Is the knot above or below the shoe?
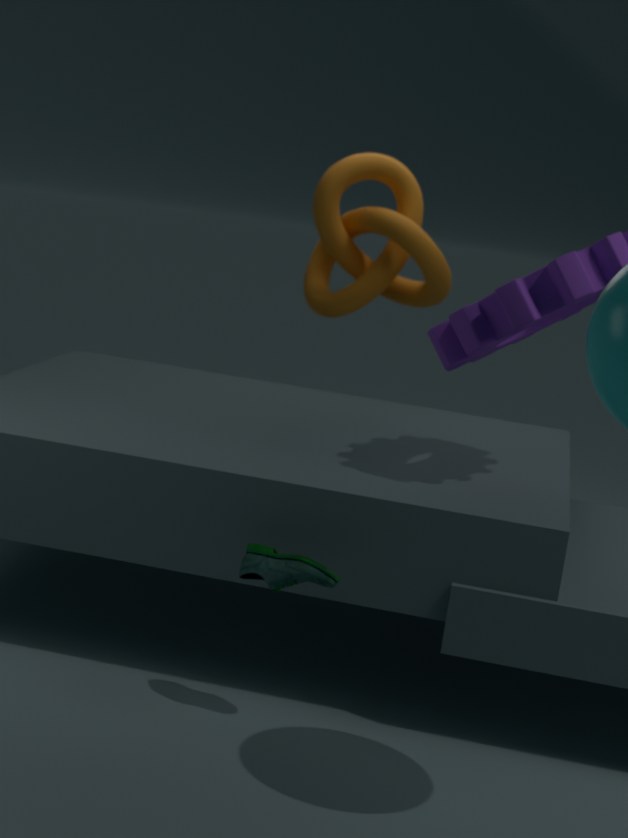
above
